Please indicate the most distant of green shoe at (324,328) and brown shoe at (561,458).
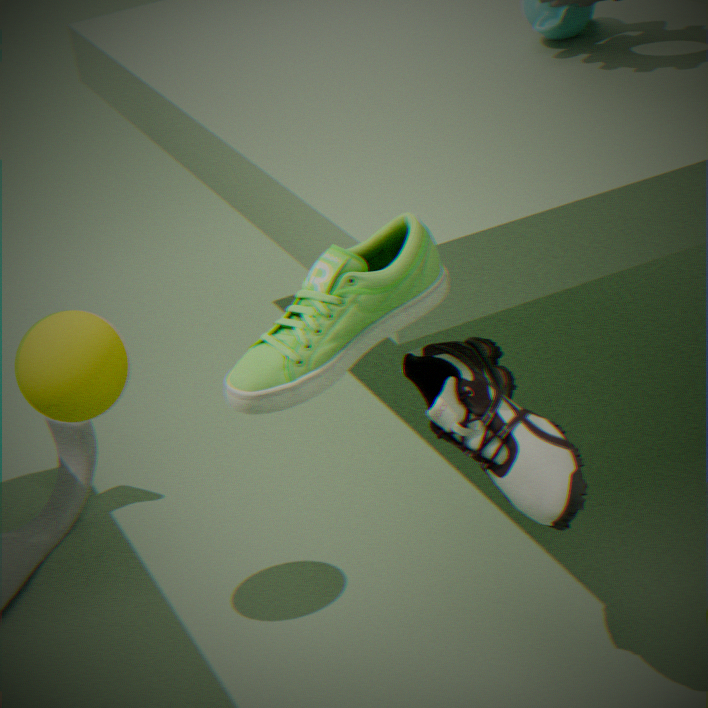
brown shoe at (561,458)
